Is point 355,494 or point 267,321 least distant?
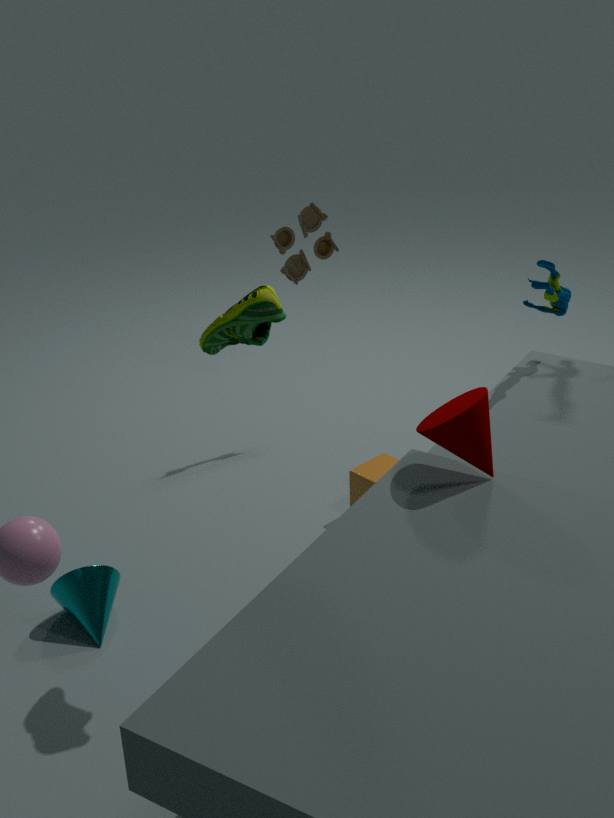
point 267,321
